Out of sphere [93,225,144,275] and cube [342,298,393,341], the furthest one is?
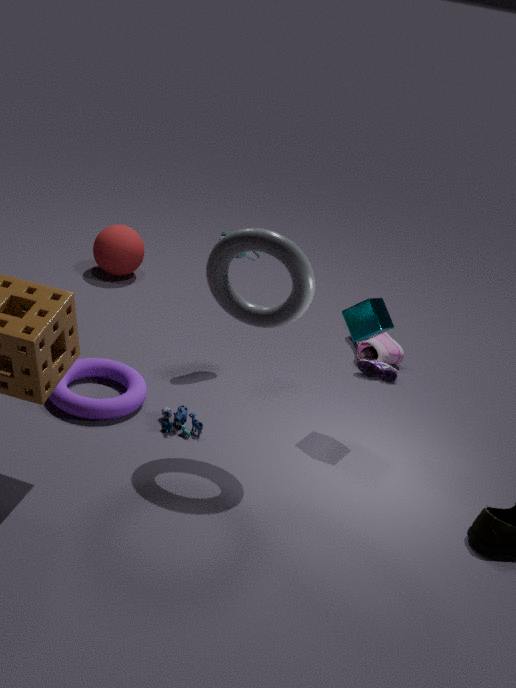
sphere [93,225,144,275]
